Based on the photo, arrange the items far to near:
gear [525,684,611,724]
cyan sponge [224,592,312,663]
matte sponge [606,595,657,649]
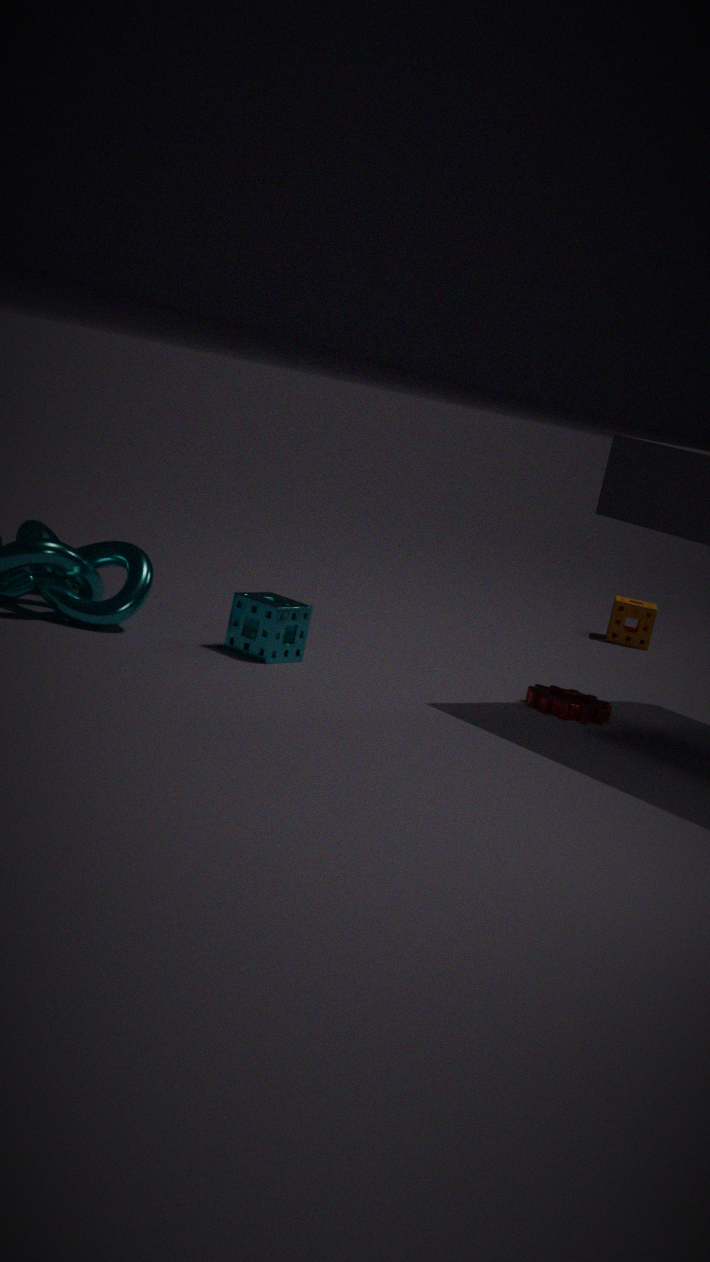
matte sponge [606,595,657,649] < gear [525,684,611,724] < cyan sponge [224,592,312,663]
